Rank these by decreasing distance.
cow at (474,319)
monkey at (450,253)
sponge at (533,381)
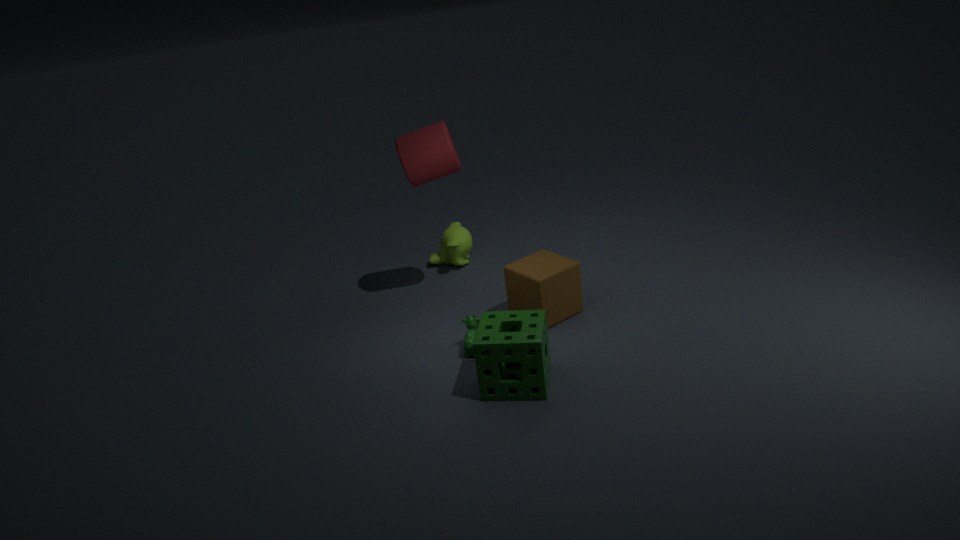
monkey at (450,253)
cow at (474,319)
sponge at (533,381)
